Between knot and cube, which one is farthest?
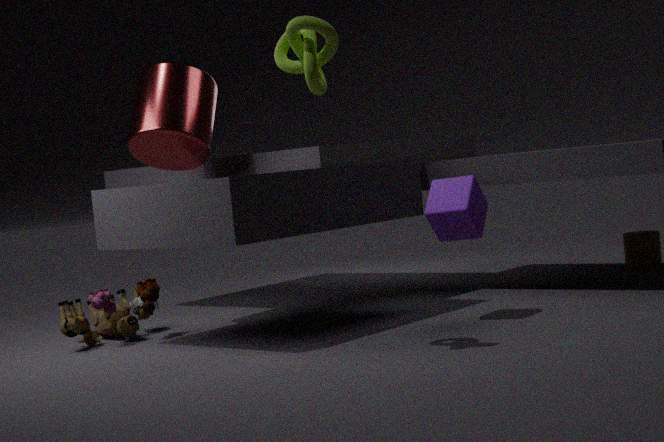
cube
